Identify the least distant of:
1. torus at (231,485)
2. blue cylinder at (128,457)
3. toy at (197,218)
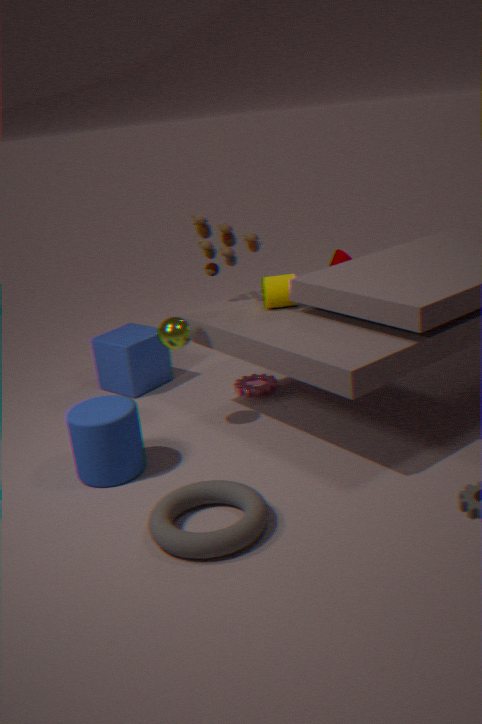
torus at (231,485)
